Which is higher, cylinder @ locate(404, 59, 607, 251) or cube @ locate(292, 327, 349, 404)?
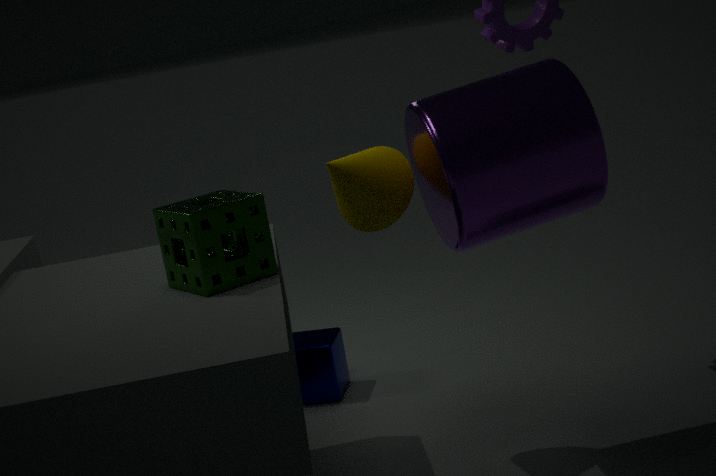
cylinder @ locate(404, 59, 607, 251)
